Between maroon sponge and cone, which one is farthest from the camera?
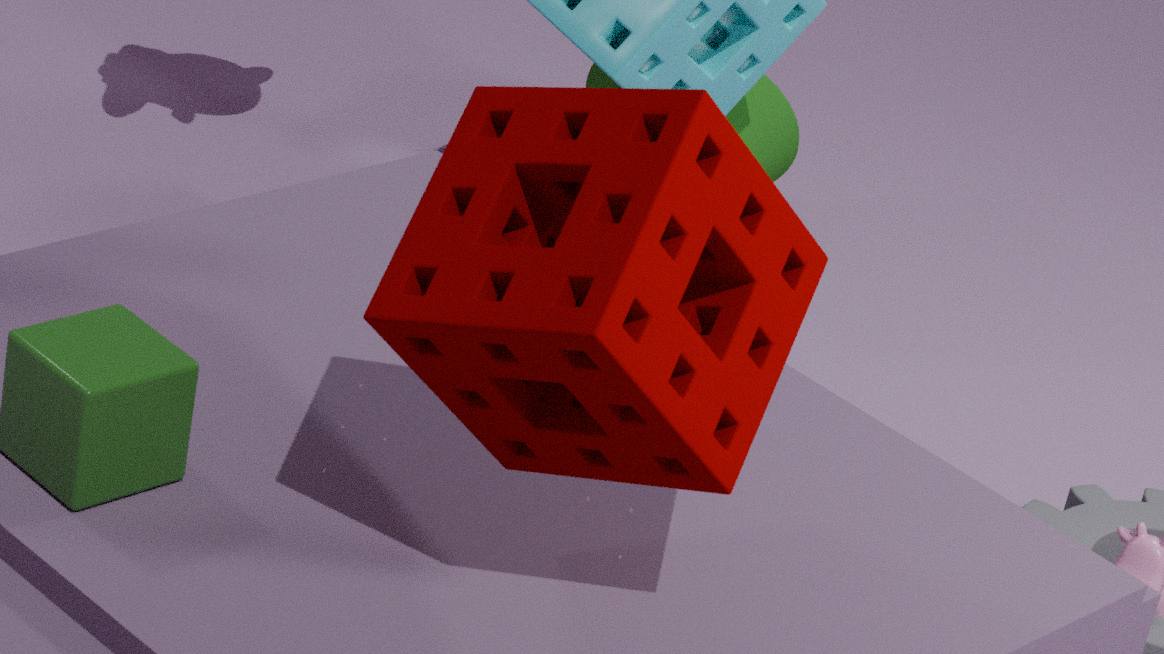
cone
